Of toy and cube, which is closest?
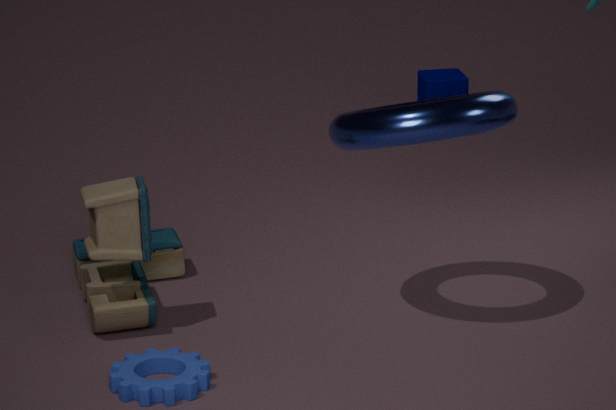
toy
